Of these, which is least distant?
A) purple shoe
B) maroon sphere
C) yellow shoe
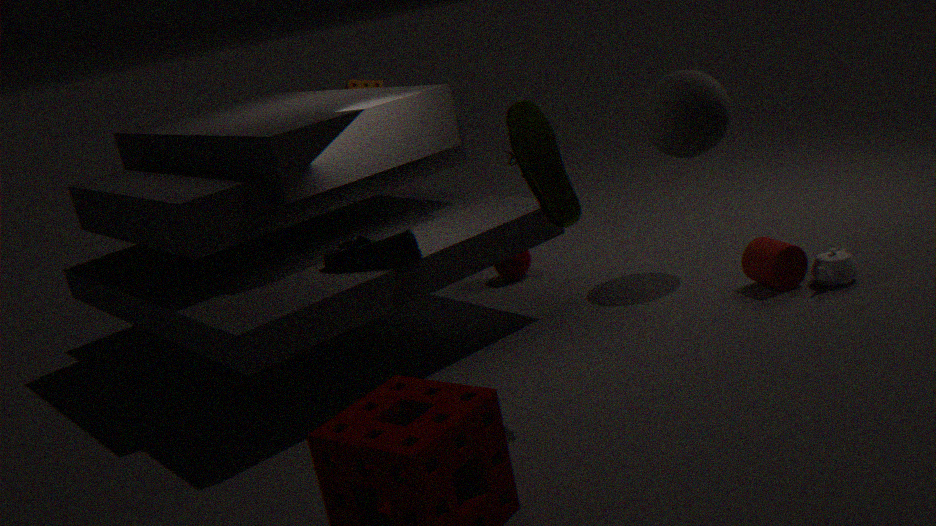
yellow shoe
